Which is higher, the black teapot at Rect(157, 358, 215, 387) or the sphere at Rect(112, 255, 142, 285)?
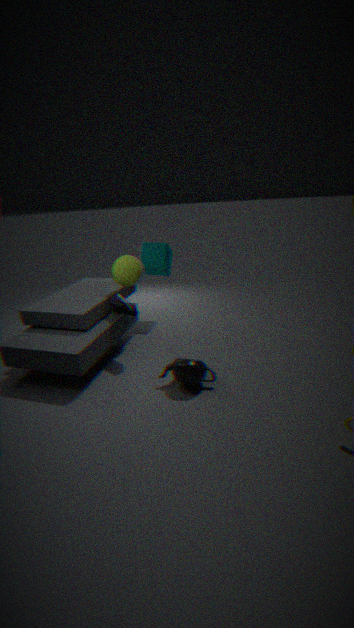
the sphere at Rect(112, 255, 142, 285)
